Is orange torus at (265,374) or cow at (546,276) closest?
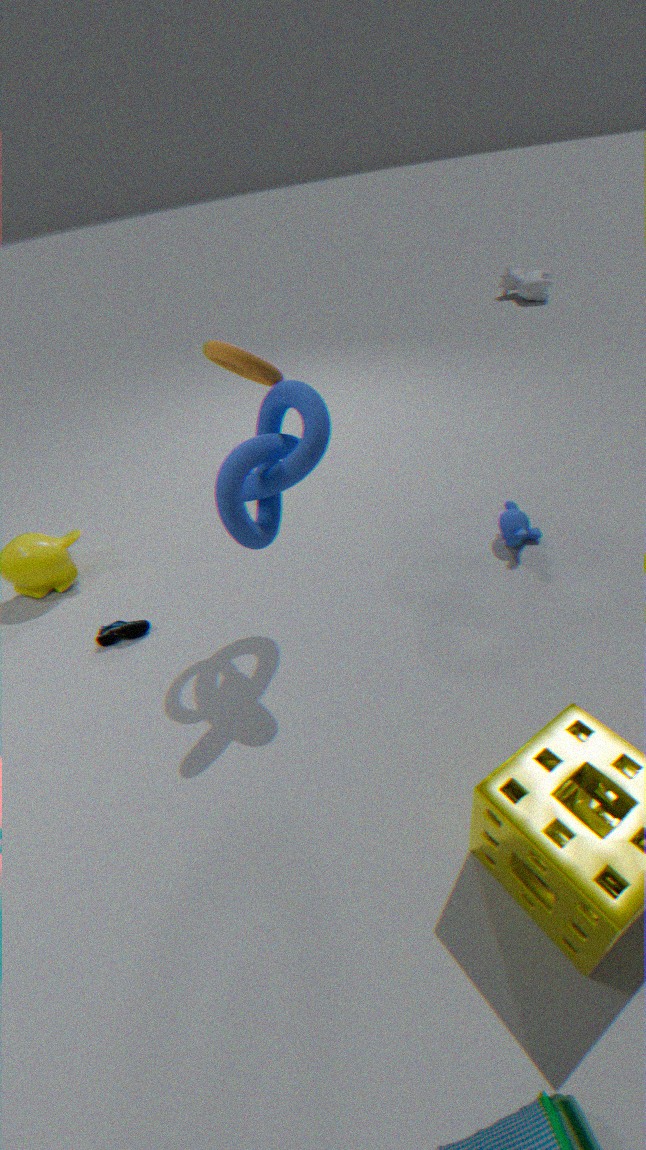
orange torus at (265,374)
